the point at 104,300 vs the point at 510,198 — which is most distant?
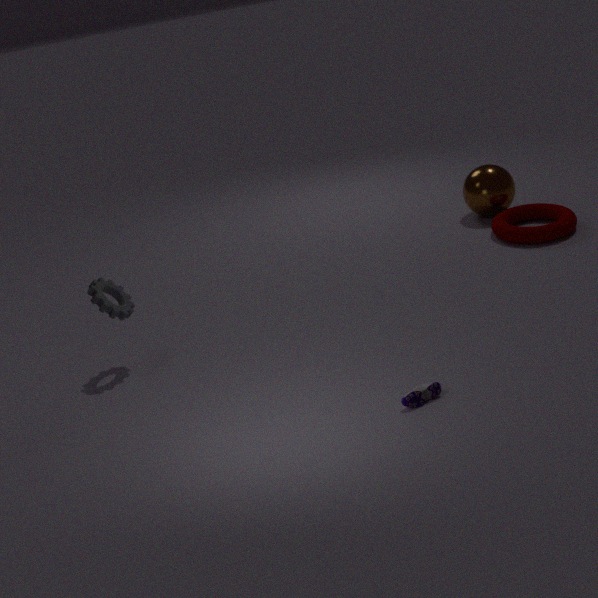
the point at 510,198
